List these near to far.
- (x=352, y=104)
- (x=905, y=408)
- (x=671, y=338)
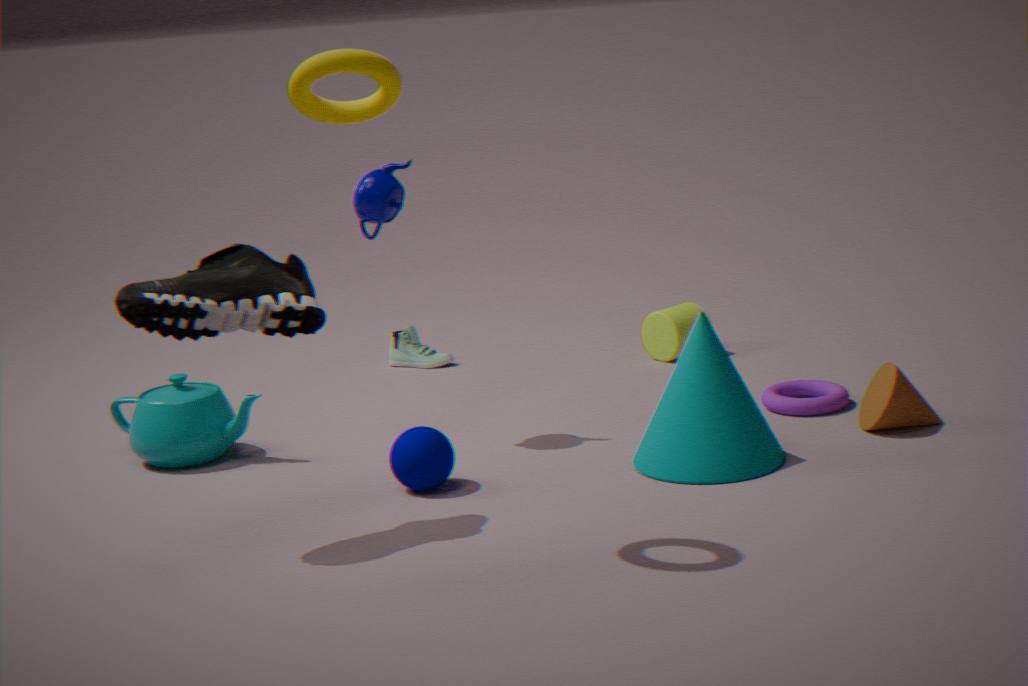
(x=352, y=104)
(x=905, y=408)
(x=671, y=338)
